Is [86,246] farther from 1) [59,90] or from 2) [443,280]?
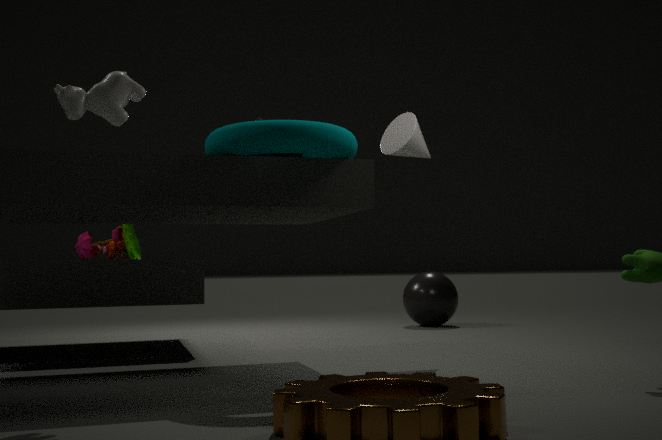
2) [443,280]
